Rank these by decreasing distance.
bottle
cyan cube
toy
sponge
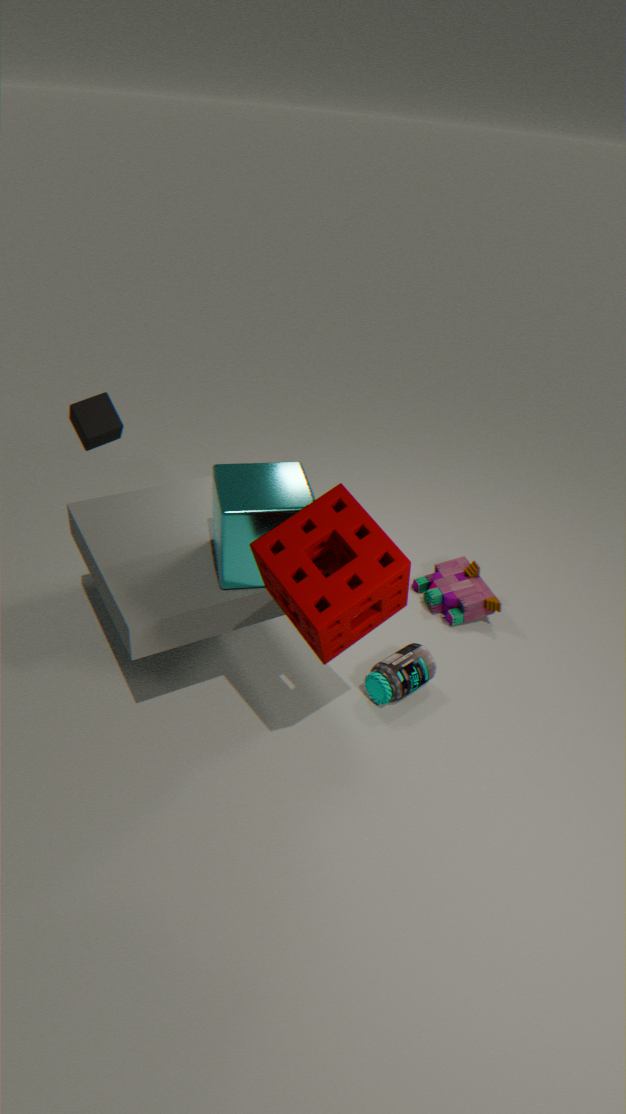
1. toy
2. bottle
3. cyan cube
4. sponge
